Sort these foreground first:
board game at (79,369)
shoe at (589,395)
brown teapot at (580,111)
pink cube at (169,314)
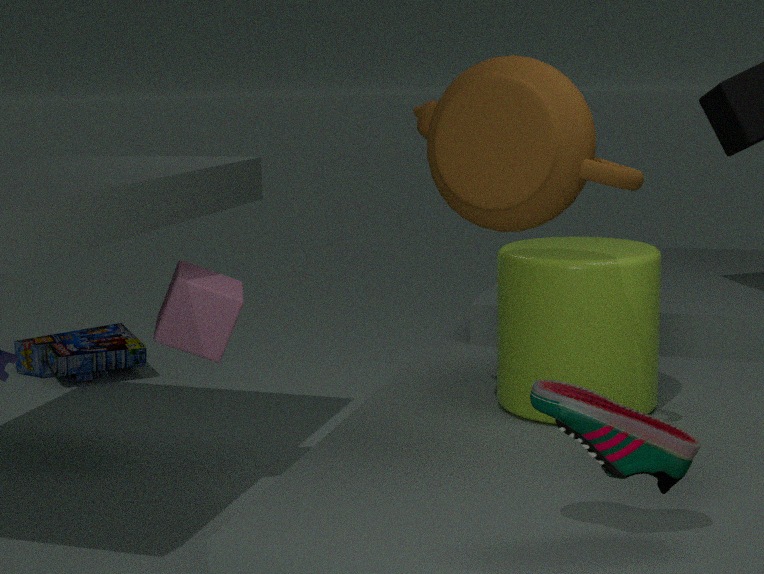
shoe at (589,395), brown teapot at (580,111), pink cube at (169,314), board game at (79,369)
